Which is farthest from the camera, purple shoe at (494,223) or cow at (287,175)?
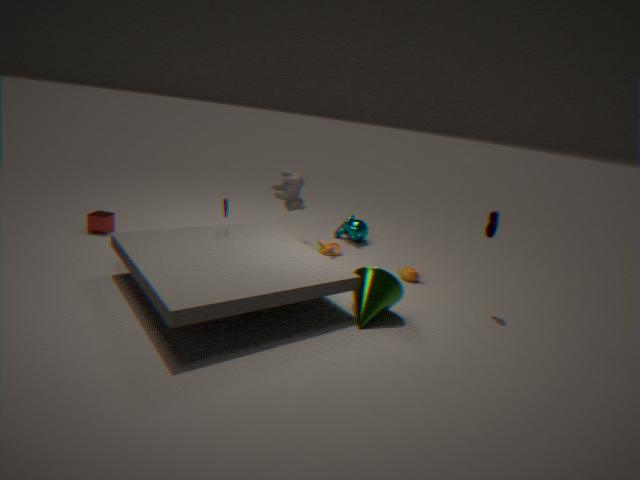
cow at (287,175)
